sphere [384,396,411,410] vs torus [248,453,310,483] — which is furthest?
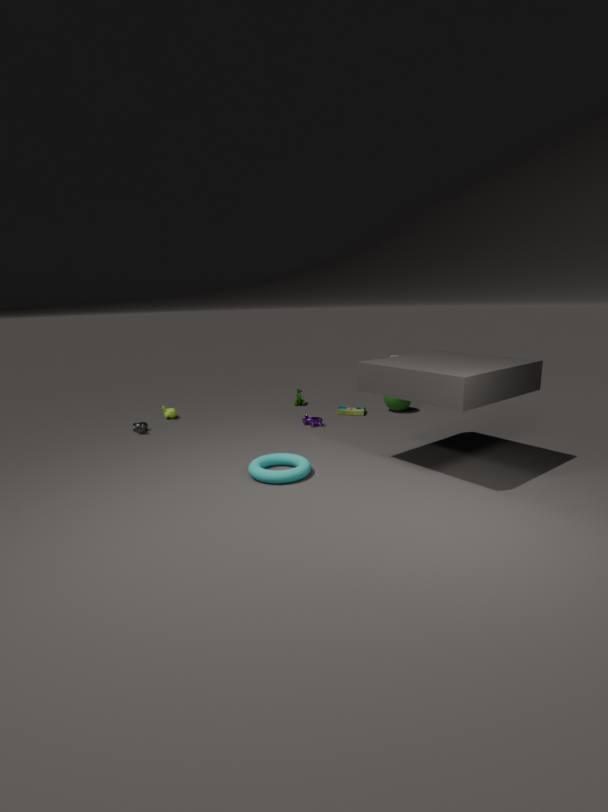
sphere [384,396,411,410]
